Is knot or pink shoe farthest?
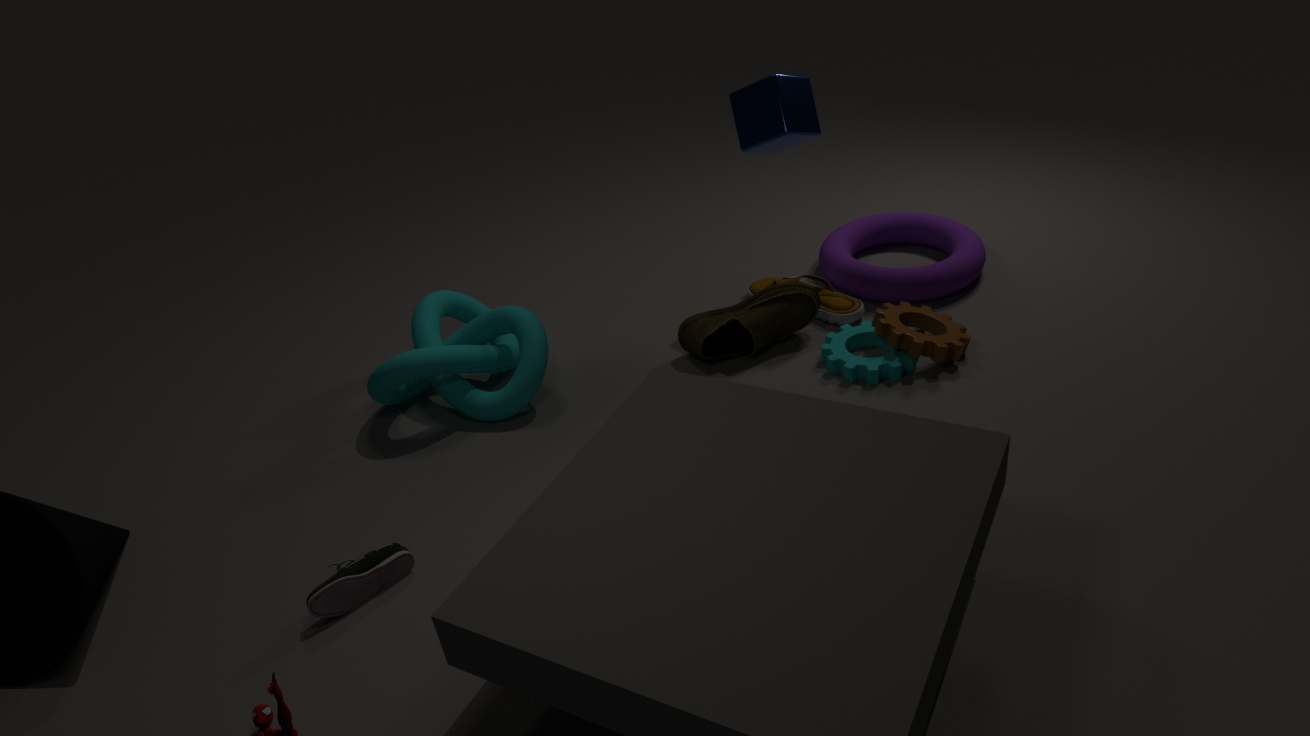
knot
